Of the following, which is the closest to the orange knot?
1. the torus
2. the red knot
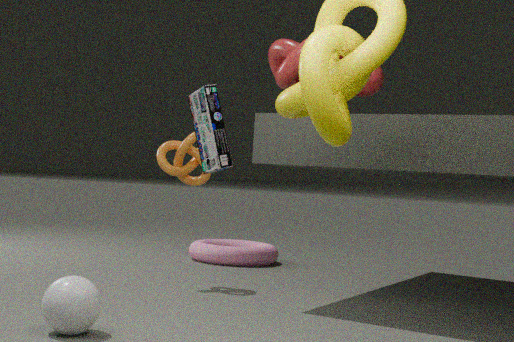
the red knot
